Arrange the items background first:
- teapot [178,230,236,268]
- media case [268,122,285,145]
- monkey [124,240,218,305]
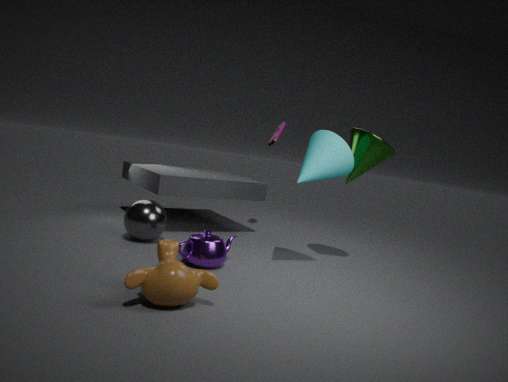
media case [268,122,285,145] < teapot [178,230,236,268] < monkey [124,240,218,305]
